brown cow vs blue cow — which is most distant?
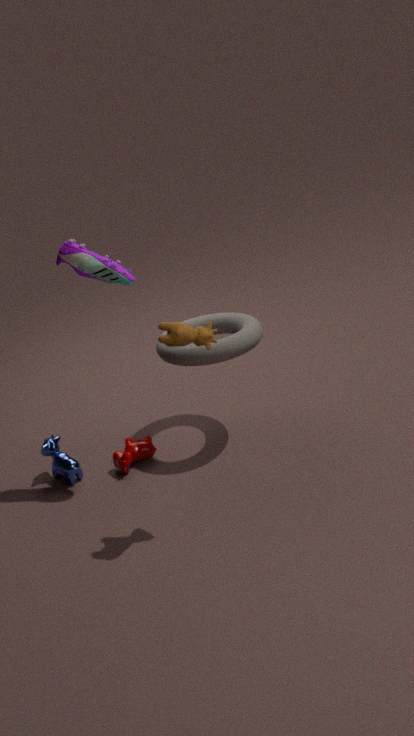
blue cow
